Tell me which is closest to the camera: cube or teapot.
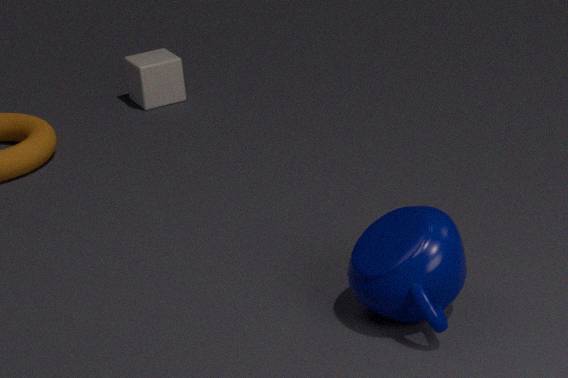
teapot
